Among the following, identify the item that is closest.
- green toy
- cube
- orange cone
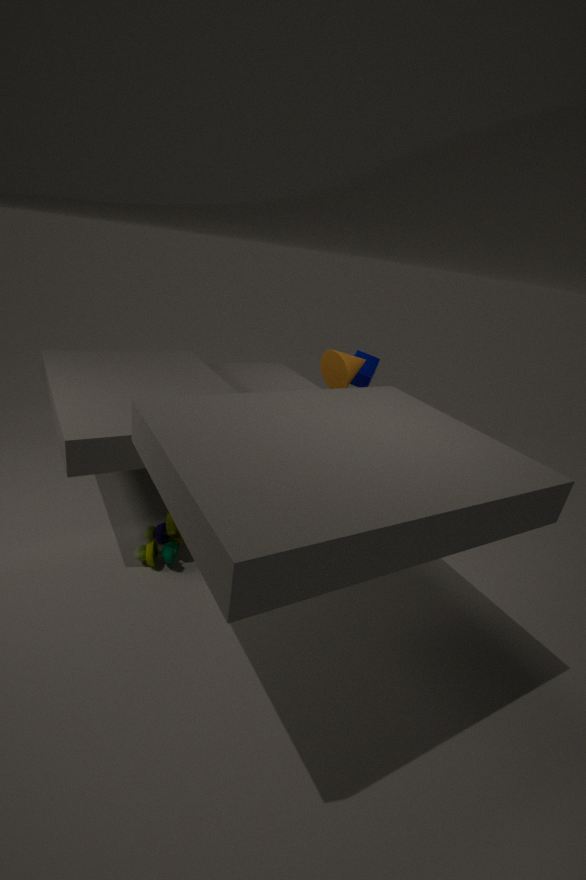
orange cone
